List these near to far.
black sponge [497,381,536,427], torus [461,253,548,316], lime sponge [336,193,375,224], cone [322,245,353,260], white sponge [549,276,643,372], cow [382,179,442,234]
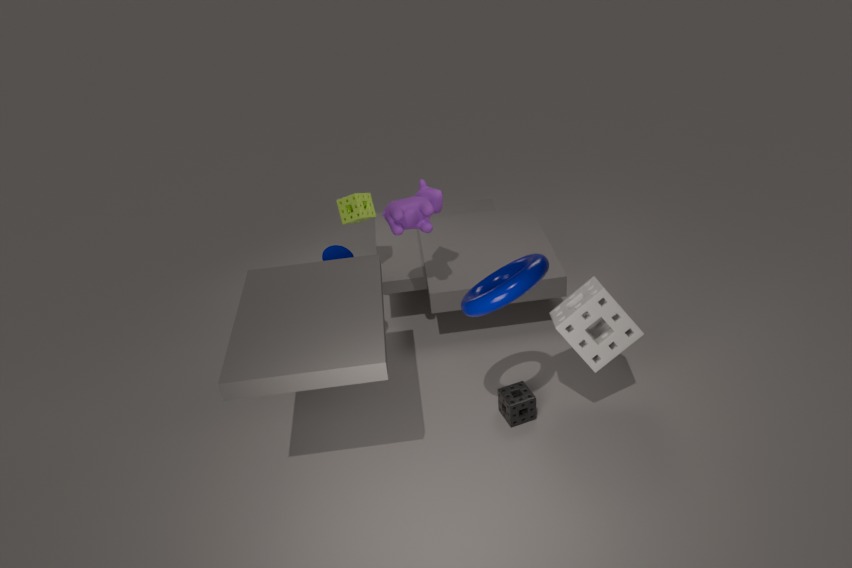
torus [461,253,548,316]
white sponge [549,276,643,372]
black sponge [497,381,536,427]
cow [382,179,442,234]
cone [322,245,353,260]
lime sponge [336,193,375,224]
